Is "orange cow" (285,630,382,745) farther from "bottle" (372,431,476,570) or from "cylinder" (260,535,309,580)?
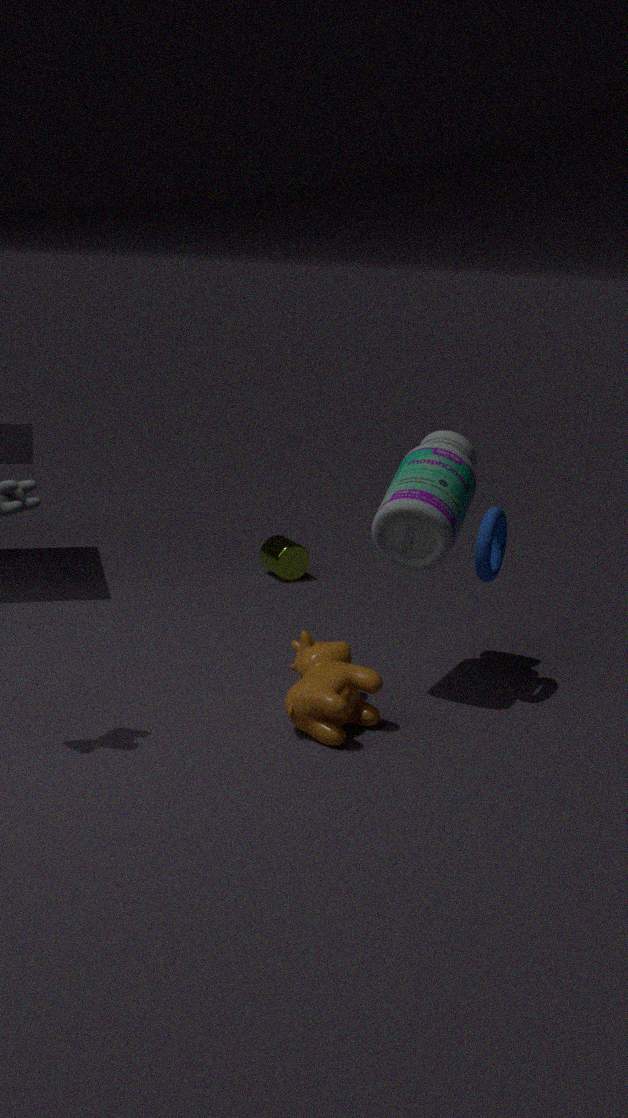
"cylinder" (260,535,309,580)
